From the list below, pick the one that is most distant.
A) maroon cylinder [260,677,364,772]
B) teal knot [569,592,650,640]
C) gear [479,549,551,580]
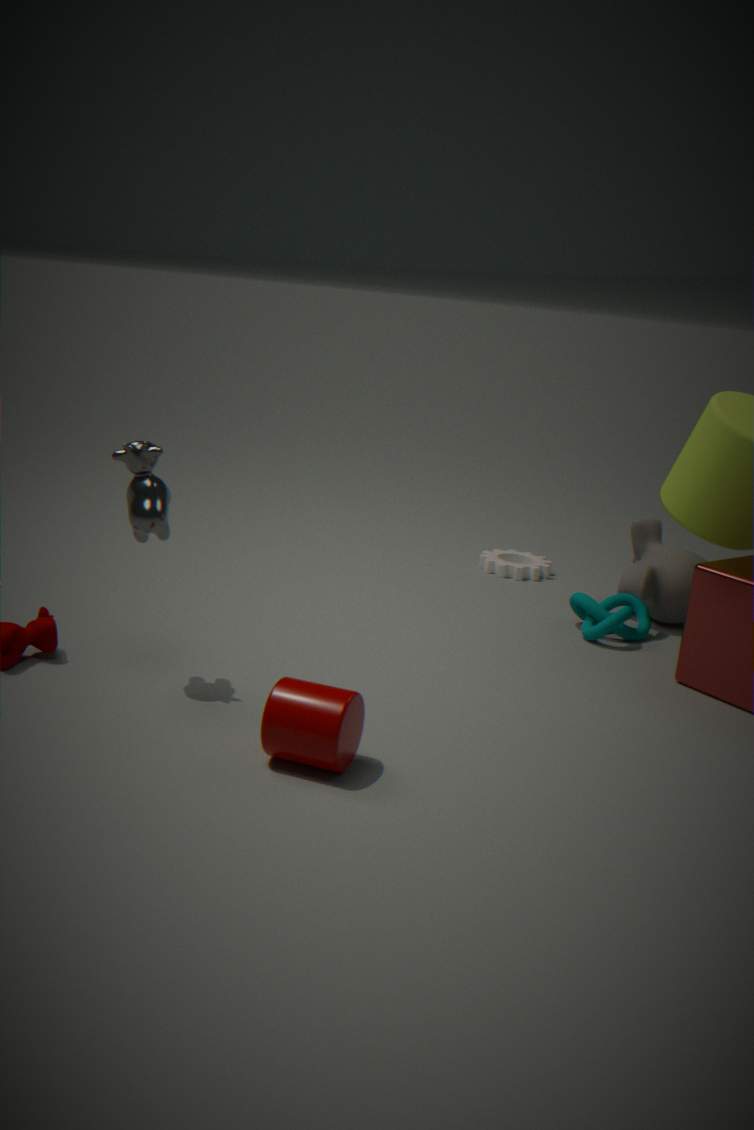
gear [479,549,551,580]
